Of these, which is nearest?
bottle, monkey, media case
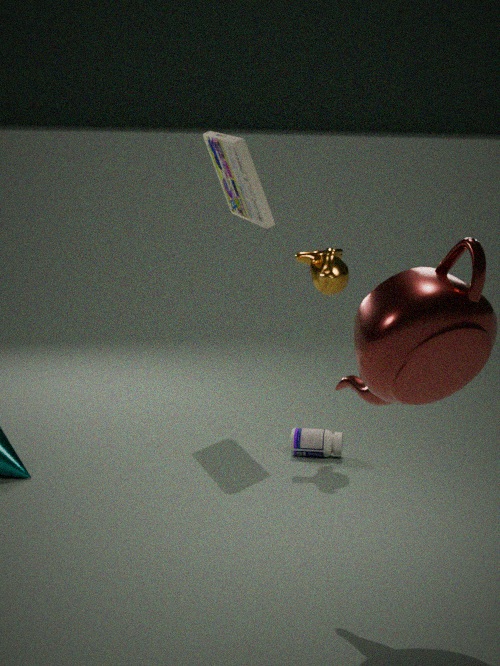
monkey
